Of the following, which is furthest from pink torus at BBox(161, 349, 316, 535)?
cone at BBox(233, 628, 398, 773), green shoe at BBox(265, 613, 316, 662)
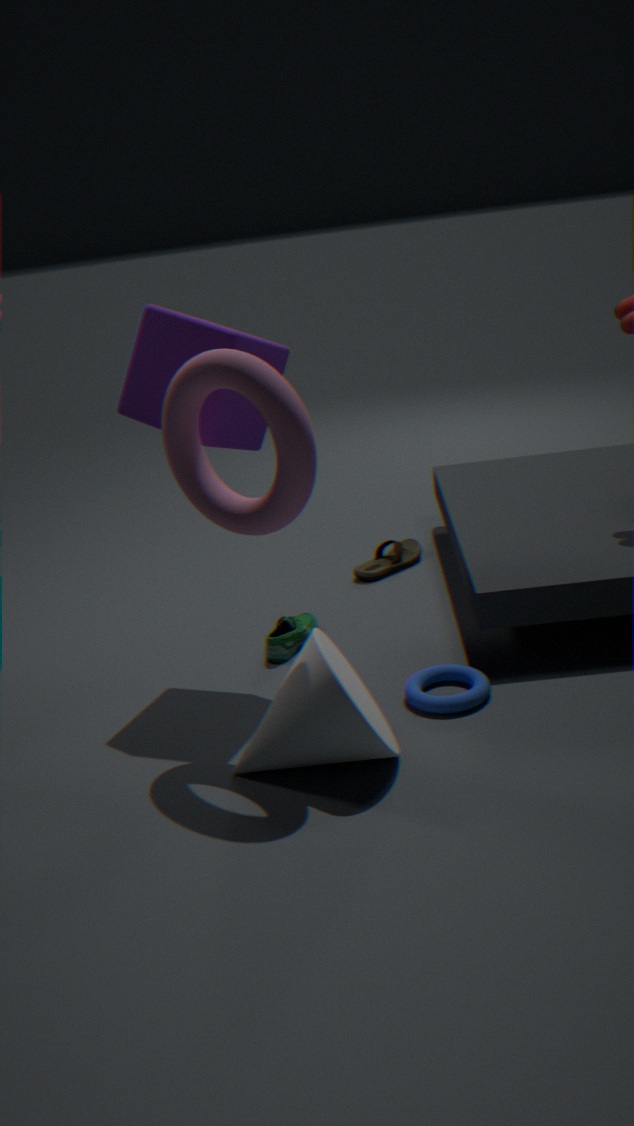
green shoe at BBox(265, 613, 316, 662)
